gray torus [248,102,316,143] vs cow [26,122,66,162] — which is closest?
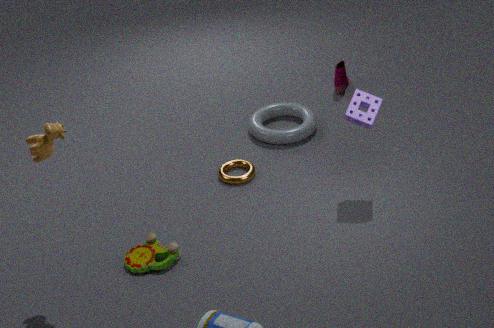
cow [26,122,66,162]
